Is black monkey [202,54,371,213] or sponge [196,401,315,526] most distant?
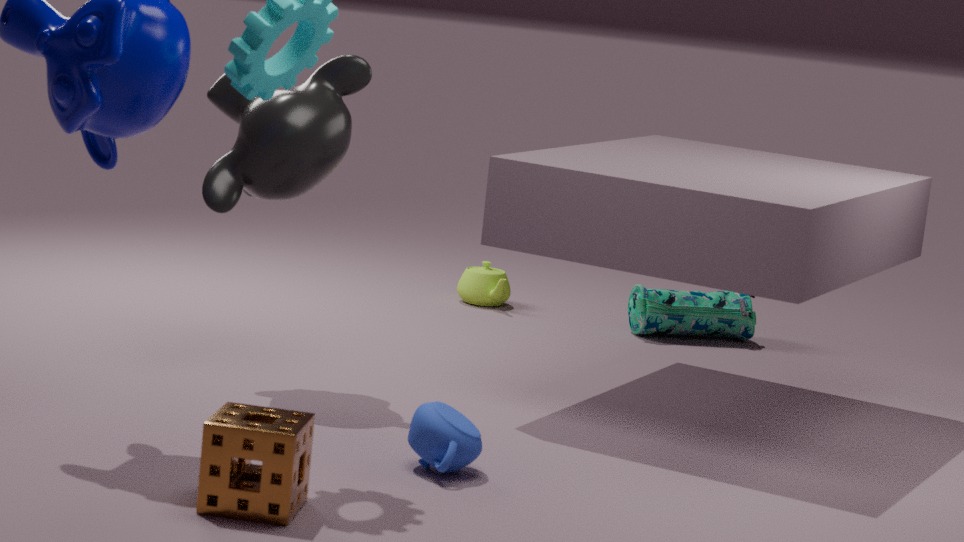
black monkey [202,54,371,213]
